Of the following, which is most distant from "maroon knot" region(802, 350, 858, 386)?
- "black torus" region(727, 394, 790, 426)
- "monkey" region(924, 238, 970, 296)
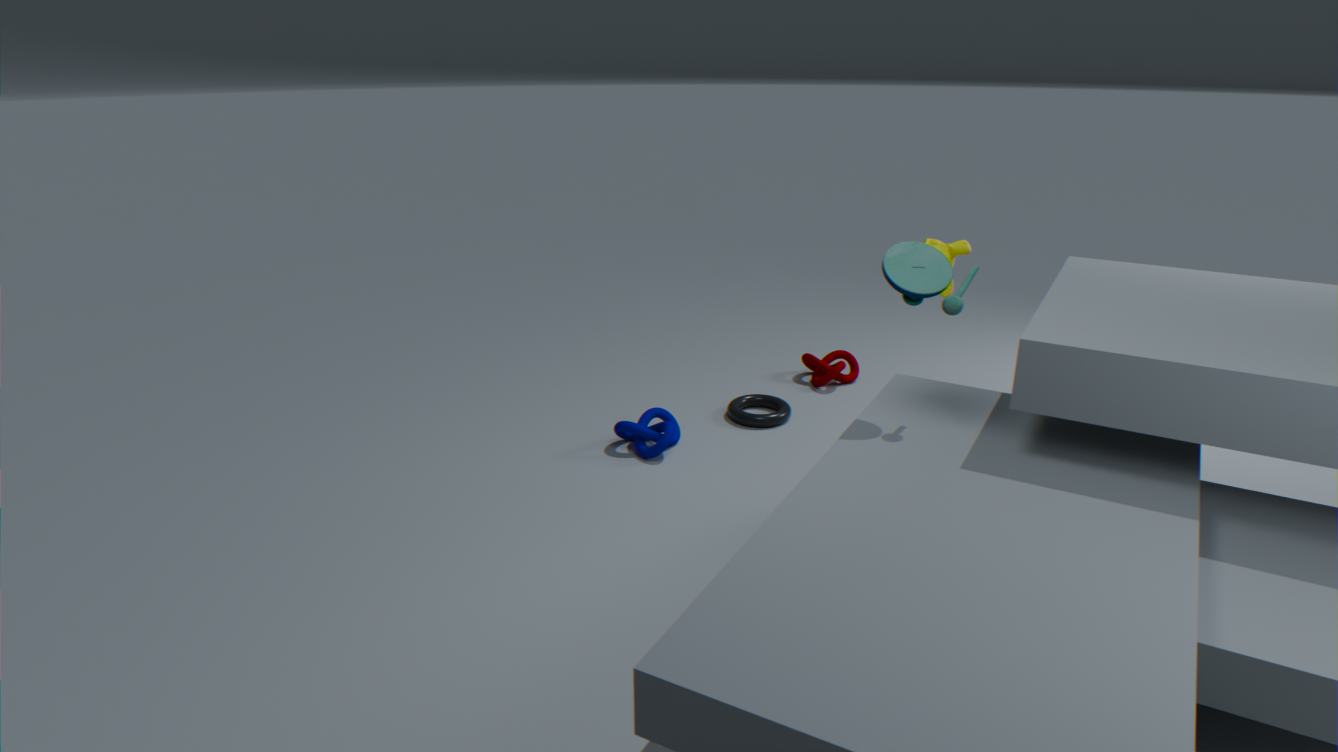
"monkey" region(924, 238, 970, 296)
